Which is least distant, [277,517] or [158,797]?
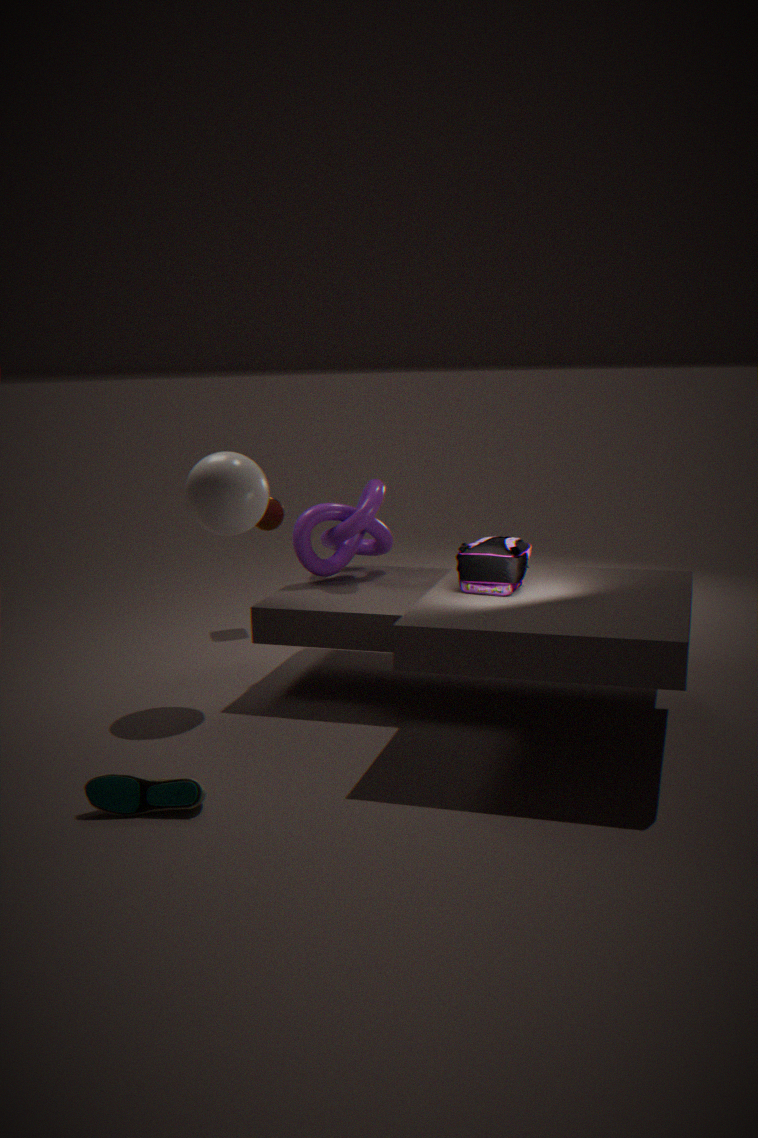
[158,797]
